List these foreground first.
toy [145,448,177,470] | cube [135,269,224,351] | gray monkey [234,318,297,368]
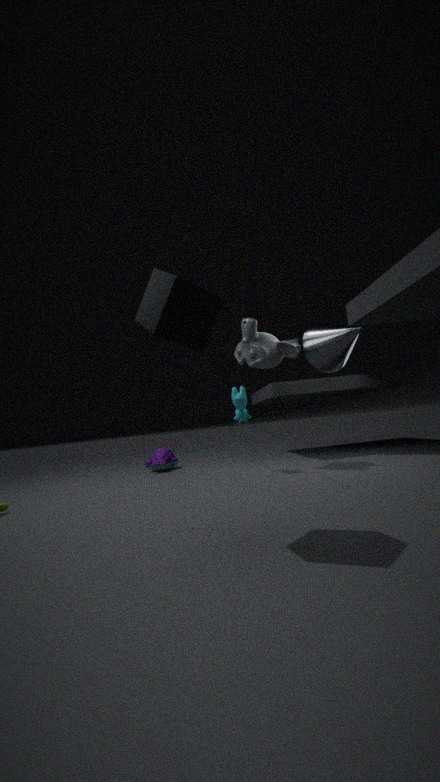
cube [135,269,224,351] → gray monkey [234,318,297,368] → toy [145,448,177,470]
